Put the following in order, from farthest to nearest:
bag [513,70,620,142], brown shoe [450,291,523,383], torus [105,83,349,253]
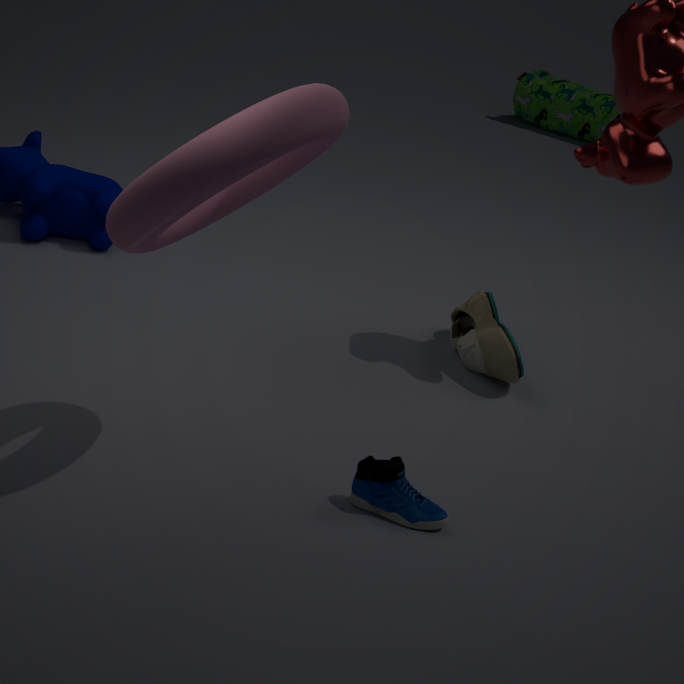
bag [513,70,620,142] → brown shoe [450,291,523,383] → torus [105,83,349,253]
